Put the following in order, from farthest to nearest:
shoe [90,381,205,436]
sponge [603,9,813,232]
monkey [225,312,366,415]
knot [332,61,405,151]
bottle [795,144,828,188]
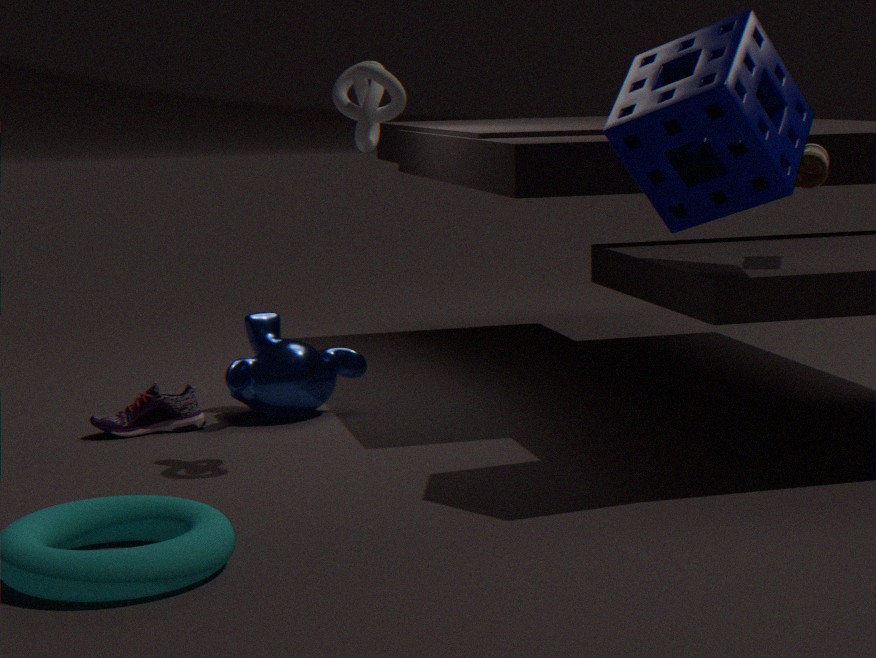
1. monkey [225,312,366,415]
2. shoe [90,381,205,436]
3. knot [332,61,405,151]
4. bottle [795,144,828,188]
5. sponge [603,9,813,232]
